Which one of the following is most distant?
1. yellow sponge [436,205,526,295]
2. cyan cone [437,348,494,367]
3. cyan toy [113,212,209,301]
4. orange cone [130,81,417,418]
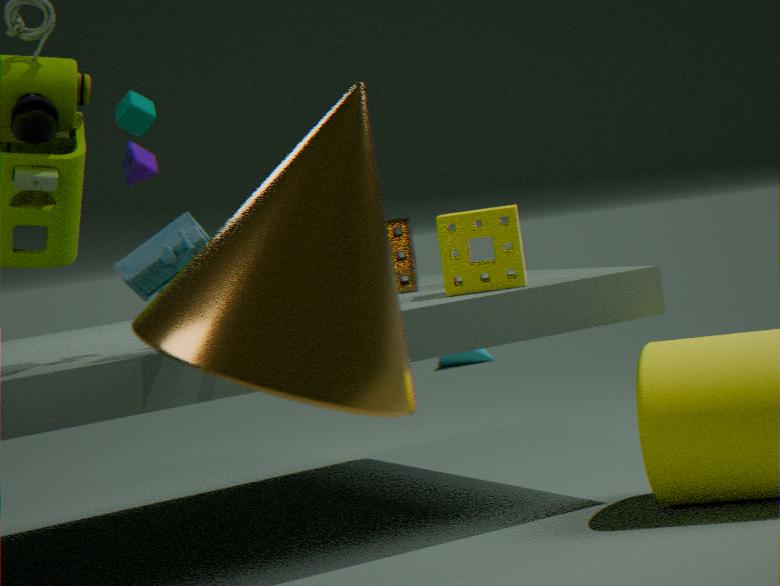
cyan cone [437,348,494,367]
